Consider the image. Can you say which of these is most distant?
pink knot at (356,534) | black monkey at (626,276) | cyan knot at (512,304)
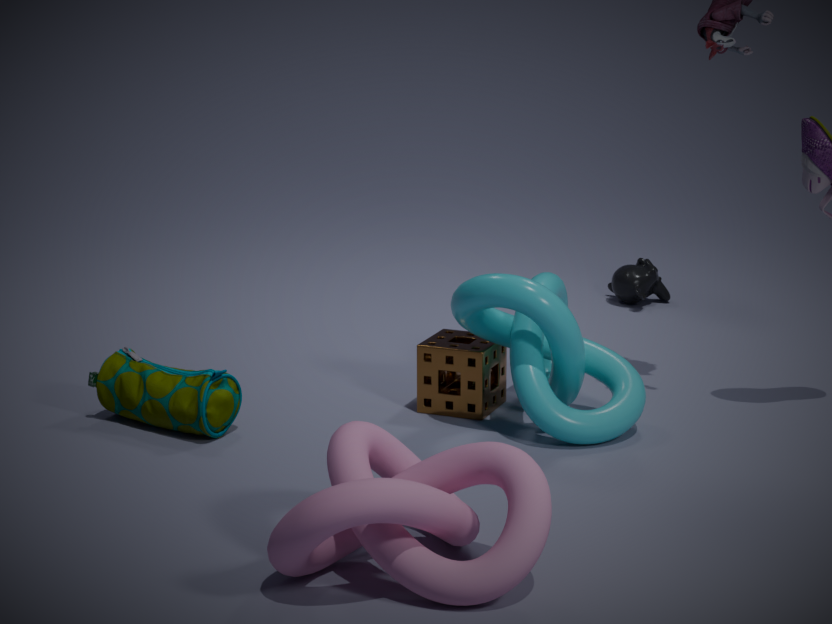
black monkey at (626,276)
